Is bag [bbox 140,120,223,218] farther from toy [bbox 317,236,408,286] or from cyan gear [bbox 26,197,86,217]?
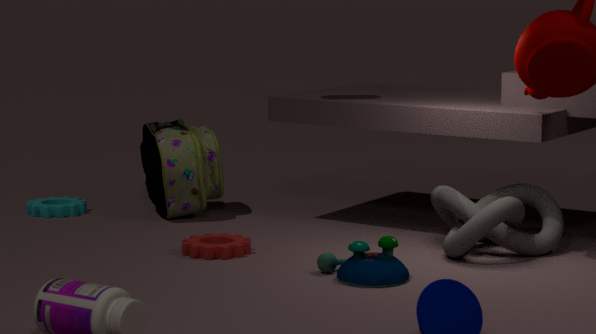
toy [bbox 317,236,408,286]
